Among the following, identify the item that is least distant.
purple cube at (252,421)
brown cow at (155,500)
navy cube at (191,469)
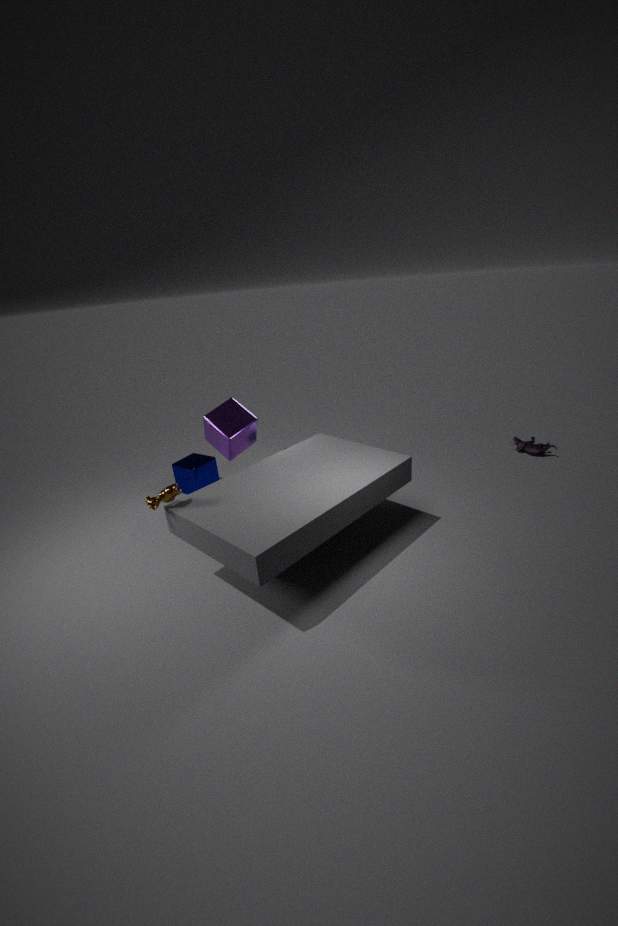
brown cow at (155,500)
